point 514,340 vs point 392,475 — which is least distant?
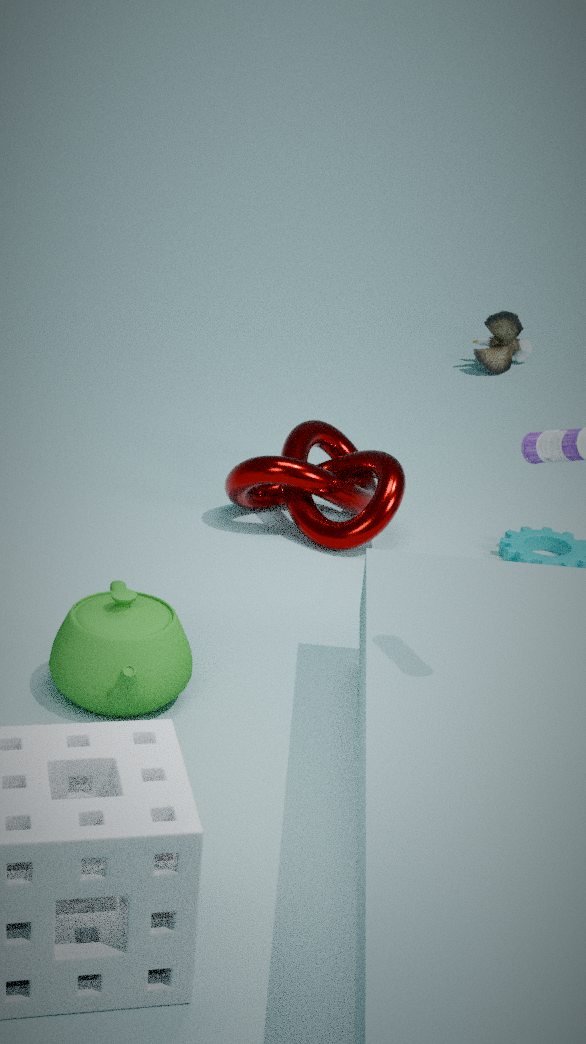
point 392,475
